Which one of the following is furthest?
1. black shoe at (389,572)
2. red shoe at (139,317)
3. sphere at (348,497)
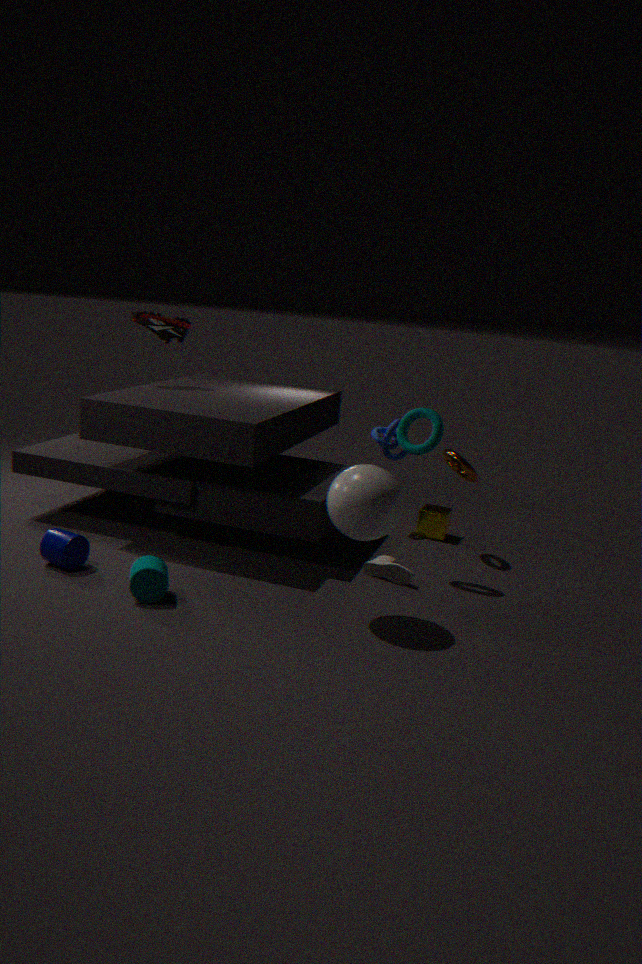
red shoe at (139,317)
